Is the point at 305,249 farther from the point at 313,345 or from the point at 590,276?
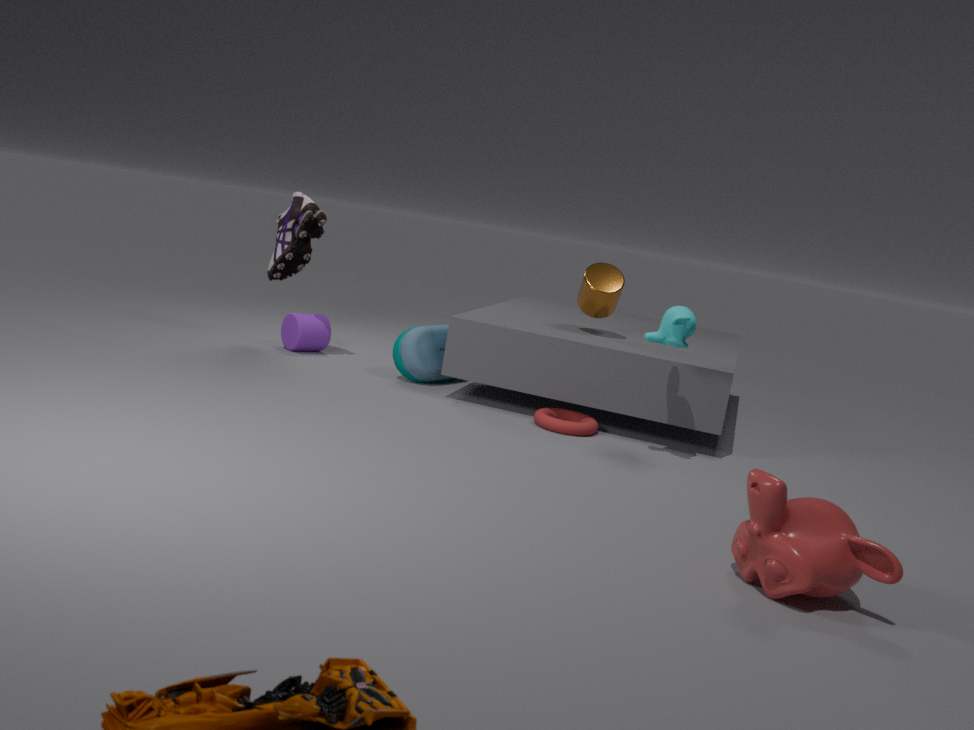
the point at 590,276
